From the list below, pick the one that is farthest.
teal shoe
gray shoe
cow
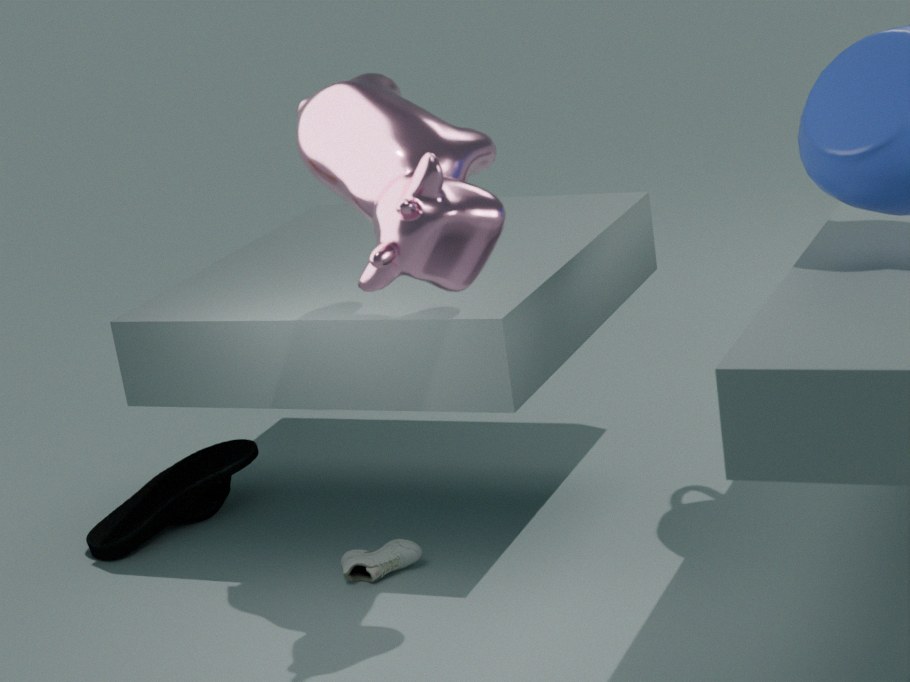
teal shoe
